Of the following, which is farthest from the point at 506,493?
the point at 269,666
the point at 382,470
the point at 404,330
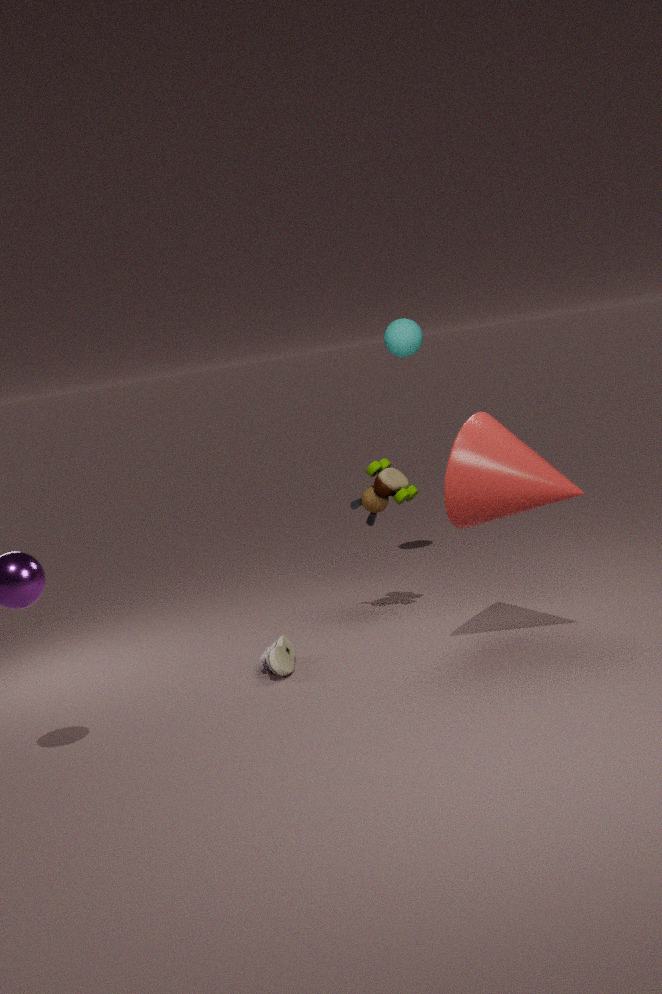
the point at 404,330
